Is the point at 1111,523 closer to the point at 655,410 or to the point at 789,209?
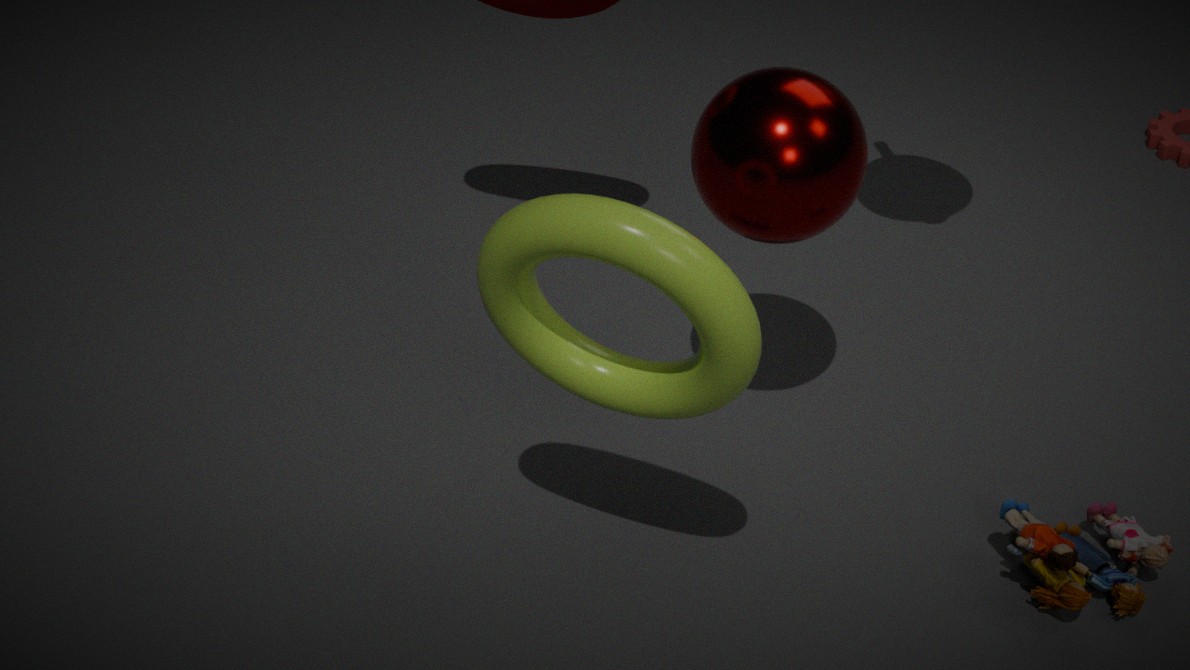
the point at 789,209
